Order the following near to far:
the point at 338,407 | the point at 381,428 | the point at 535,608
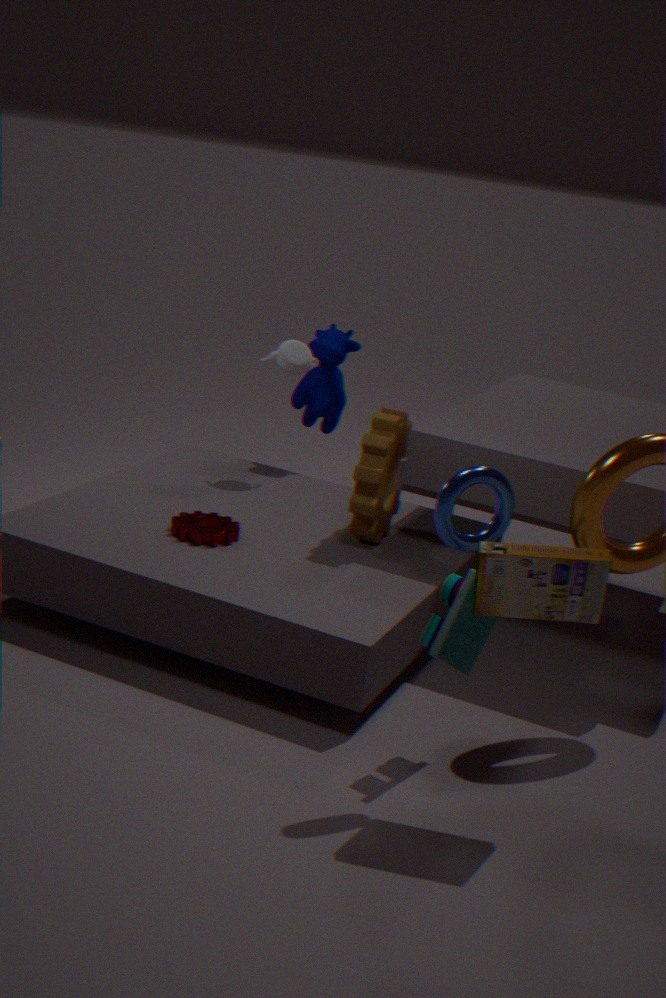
1. the point at 535,608
2. the point at 381,428
3. the point at 338,407
